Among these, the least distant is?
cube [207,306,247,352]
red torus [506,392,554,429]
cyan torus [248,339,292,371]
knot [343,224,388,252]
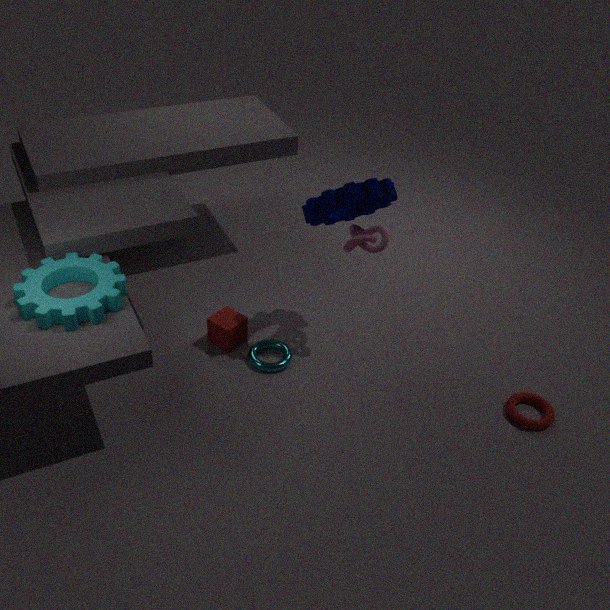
red torus [506,392,554,429]
